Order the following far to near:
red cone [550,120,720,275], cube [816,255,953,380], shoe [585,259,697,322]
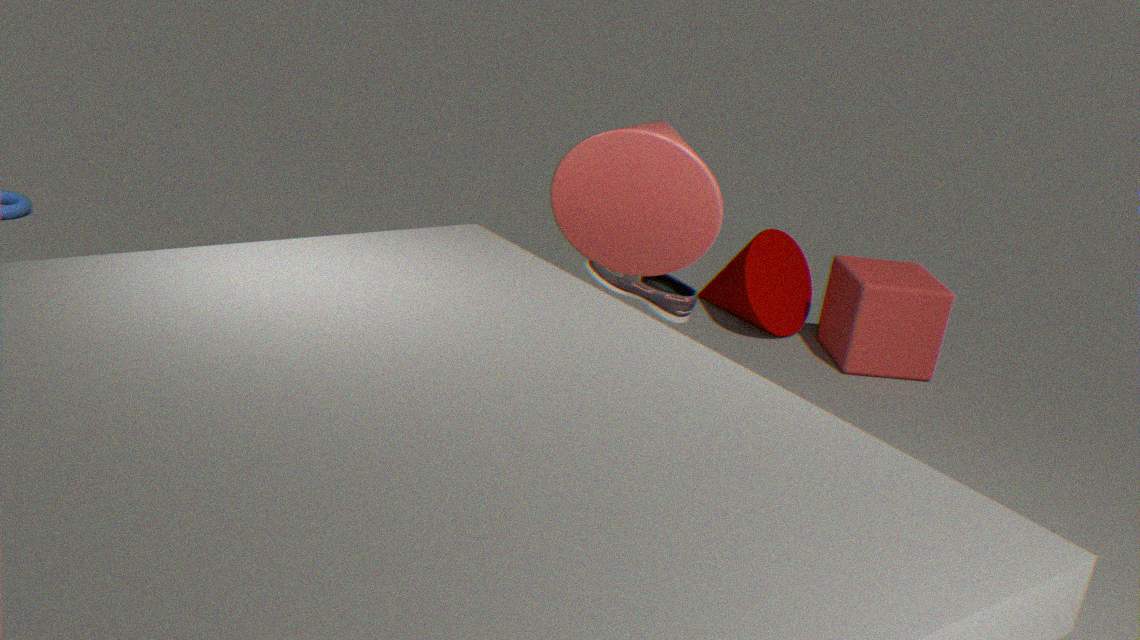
cube [816,255,953,380]
shoe [585,259,697,322]
red cone [550,120,720,275]
